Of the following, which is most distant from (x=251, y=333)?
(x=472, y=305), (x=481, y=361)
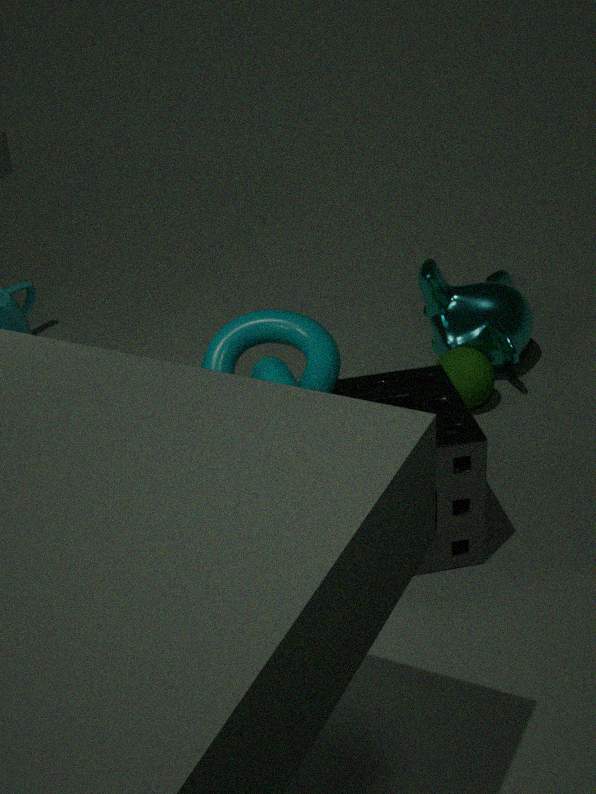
(x=472, y=305)
